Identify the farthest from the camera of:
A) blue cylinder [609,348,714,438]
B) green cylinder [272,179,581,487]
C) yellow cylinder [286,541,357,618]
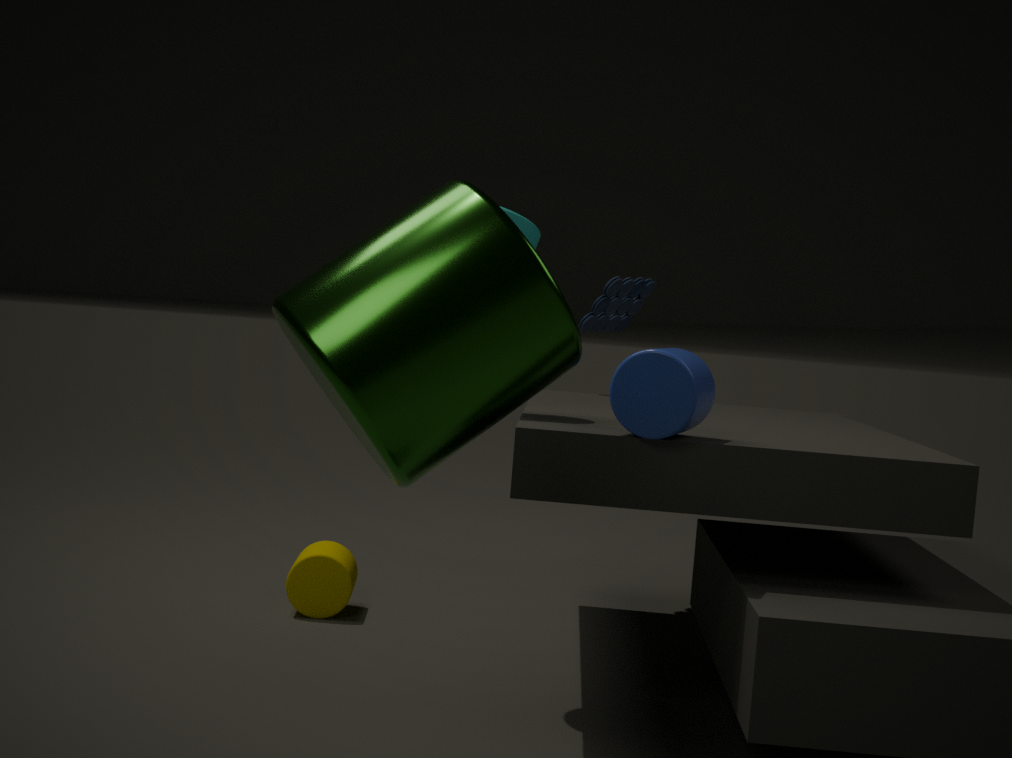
yellow cylinder [286,541,357,618]
